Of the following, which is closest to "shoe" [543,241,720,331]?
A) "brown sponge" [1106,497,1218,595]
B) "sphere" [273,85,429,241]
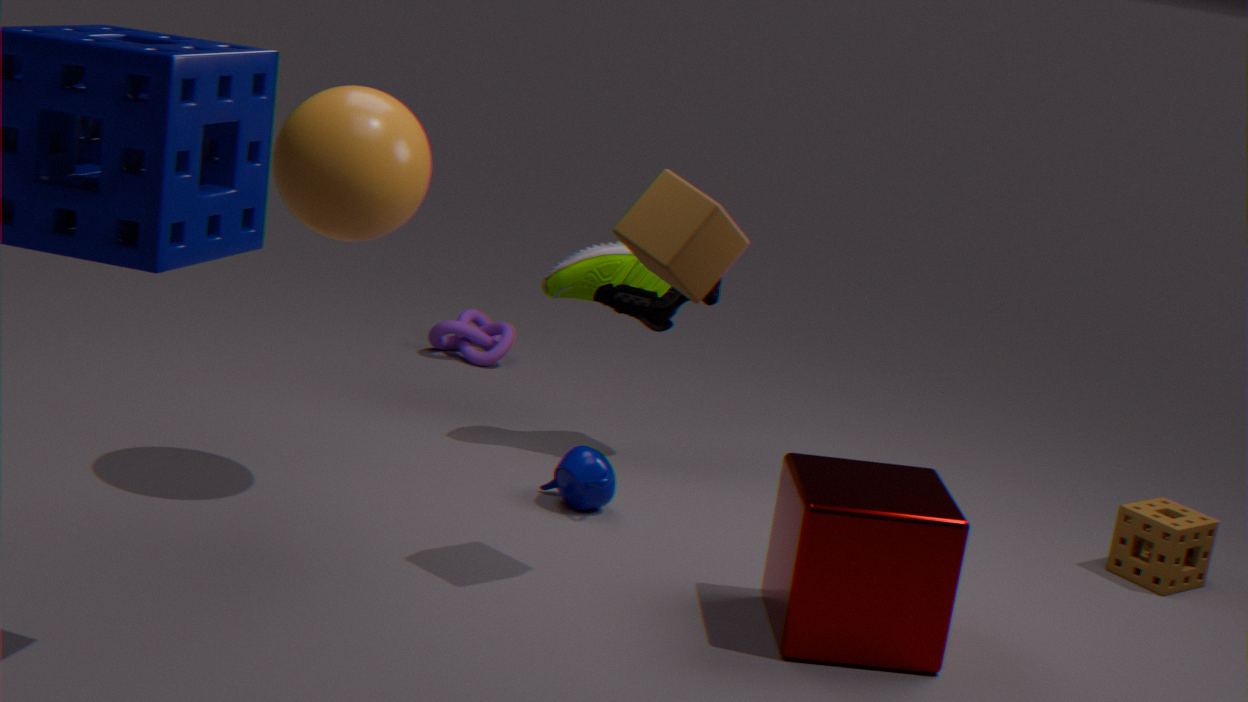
"sphere" [273,85,429,241]
